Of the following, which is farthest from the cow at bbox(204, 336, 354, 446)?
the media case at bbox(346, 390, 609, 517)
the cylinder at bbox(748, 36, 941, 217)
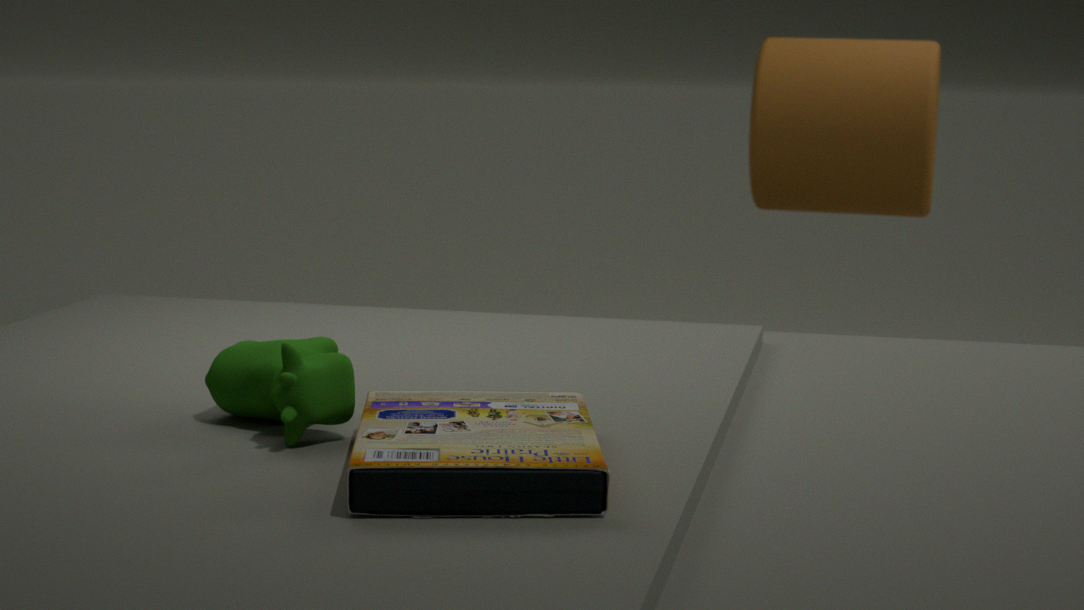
the cylinder at bbox(748, 36, 941, 217)
